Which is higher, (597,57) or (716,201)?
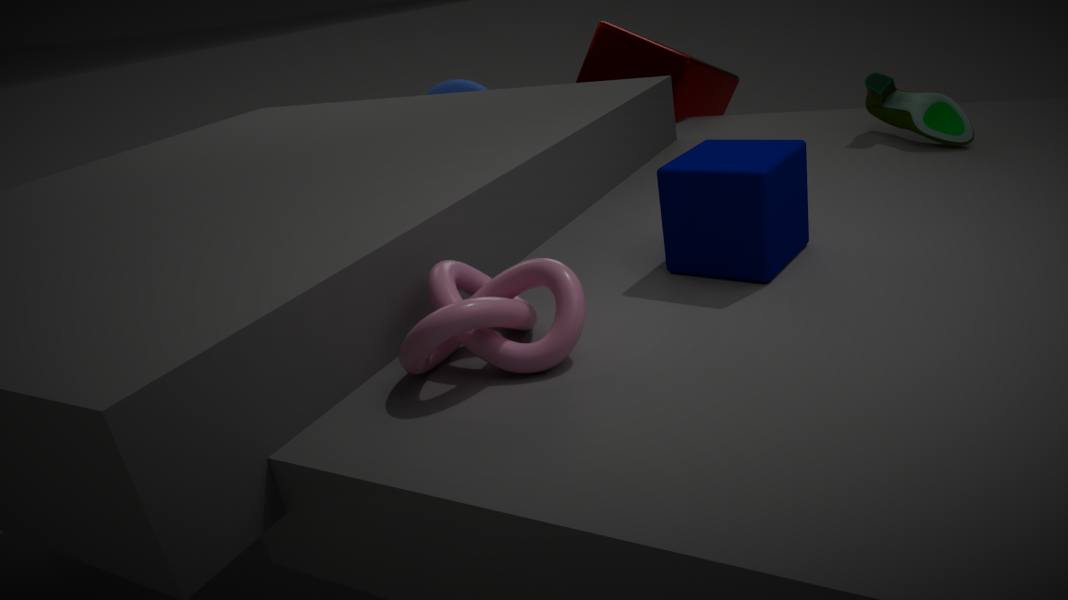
(716,201)
